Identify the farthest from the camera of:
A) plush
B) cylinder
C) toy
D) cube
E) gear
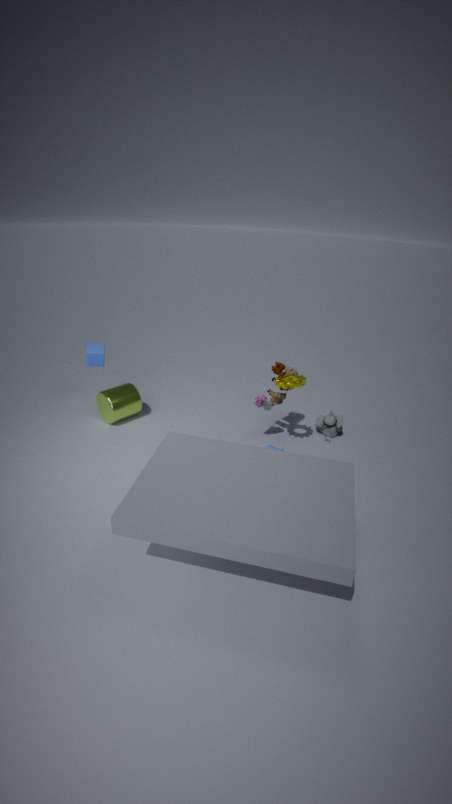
A: cylinder
